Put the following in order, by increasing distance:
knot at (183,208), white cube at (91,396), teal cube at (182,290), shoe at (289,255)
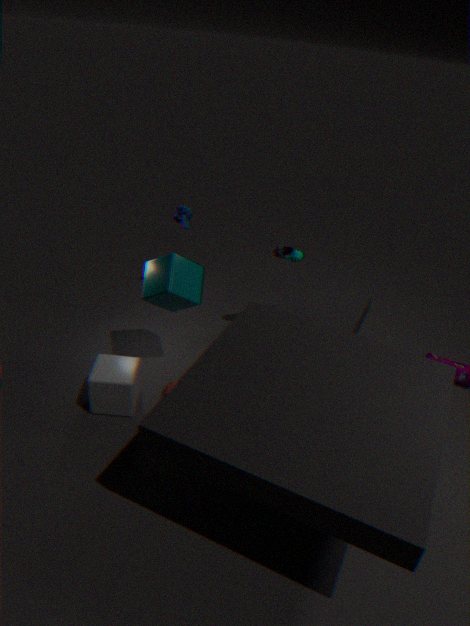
white cube at (91,396) < teal cube at (182,290) < shoe at (289,255) < knot at (183,208)
